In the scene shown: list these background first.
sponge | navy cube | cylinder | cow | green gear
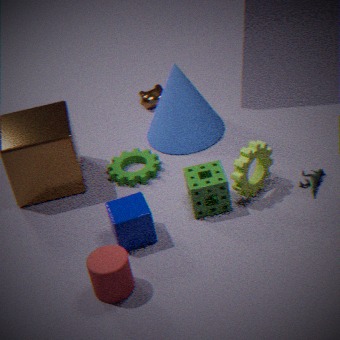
1. cow
2. green gear
3. sponge
4. navy cube
5. cylinder
